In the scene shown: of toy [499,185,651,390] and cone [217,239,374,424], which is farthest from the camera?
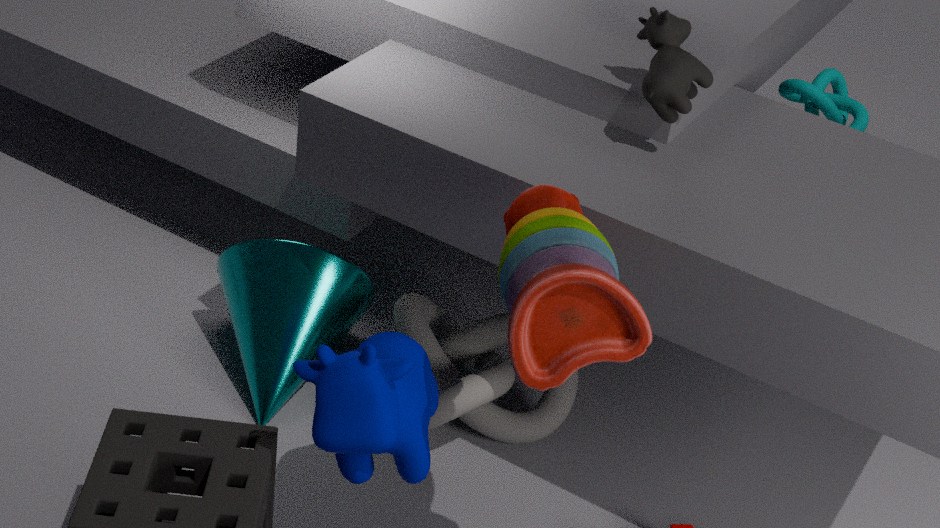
cone [217,239,374,424]
